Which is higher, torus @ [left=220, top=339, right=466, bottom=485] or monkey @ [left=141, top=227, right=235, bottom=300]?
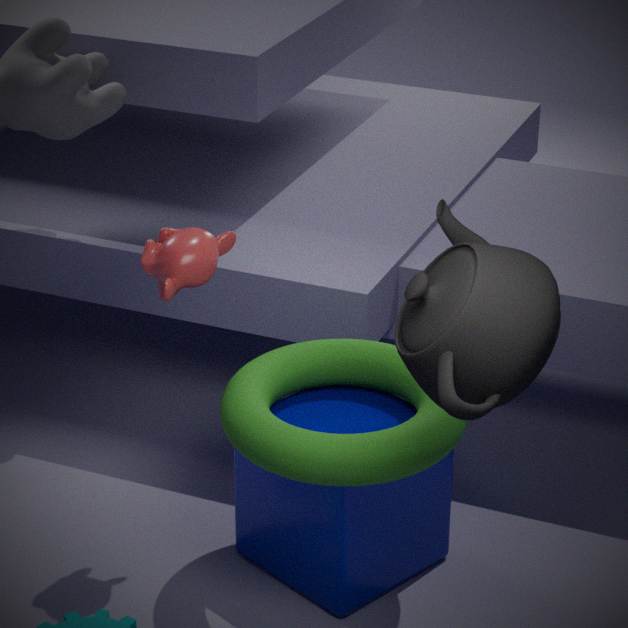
monkey @ [left=141, top=227, right=235, bottom=300]
